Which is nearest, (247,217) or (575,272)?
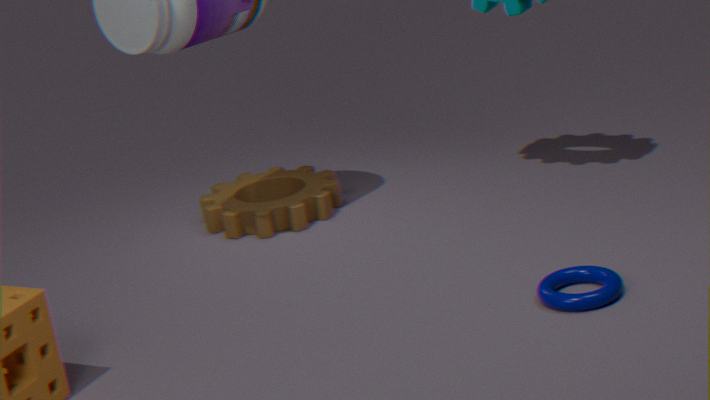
(575,272)
